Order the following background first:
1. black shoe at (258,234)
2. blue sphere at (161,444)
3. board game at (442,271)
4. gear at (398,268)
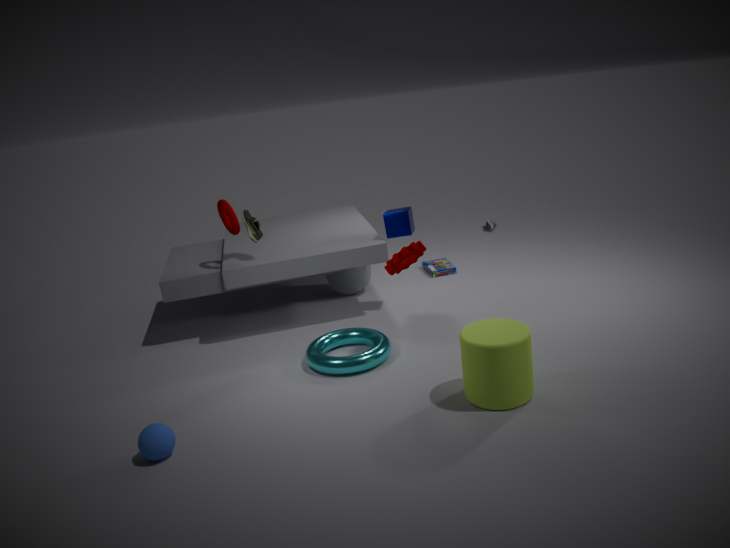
board game at (442,271) < black shoe at (258,234) < gear at (398,268) < blue sphere at (161,444)
